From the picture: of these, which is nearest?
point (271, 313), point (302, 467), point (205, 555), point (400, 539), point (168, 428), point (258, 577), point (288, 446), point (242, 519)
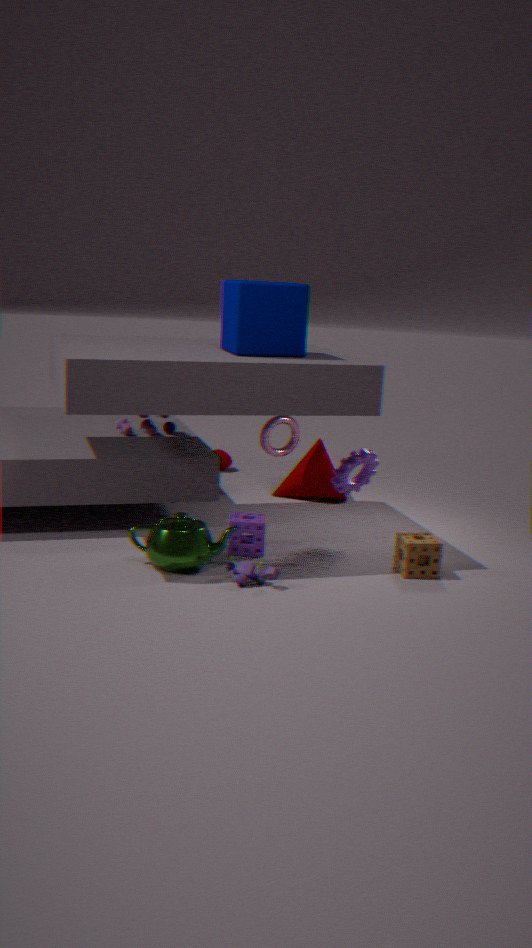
point (258, 577)
